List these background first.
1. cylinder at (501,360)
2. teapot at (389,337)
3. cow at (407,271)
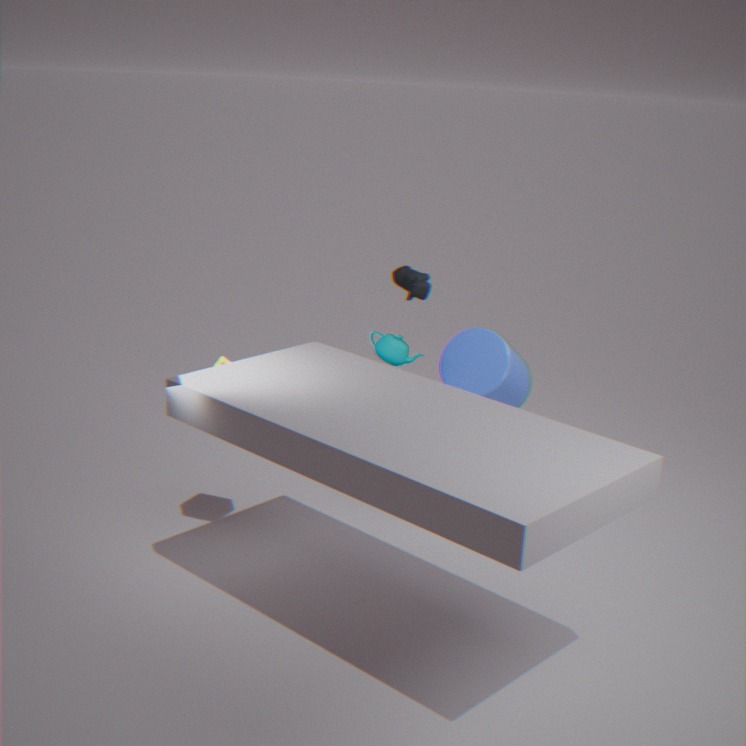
cylinder at (501,360), teapot at (389,337), cow at (407,271)
